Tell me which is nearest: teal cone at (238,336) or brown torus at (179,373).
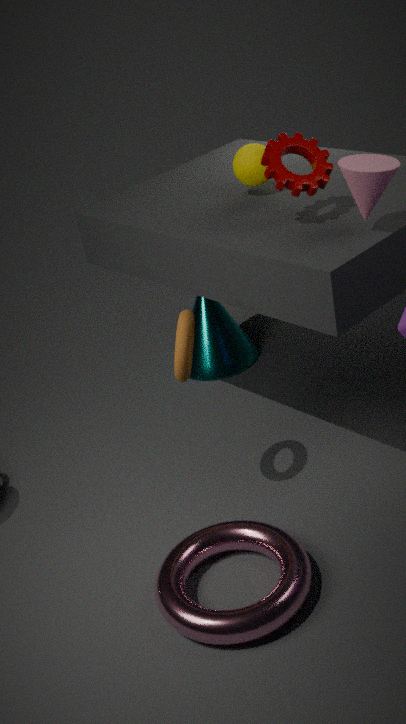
brown torus at (179,373)
